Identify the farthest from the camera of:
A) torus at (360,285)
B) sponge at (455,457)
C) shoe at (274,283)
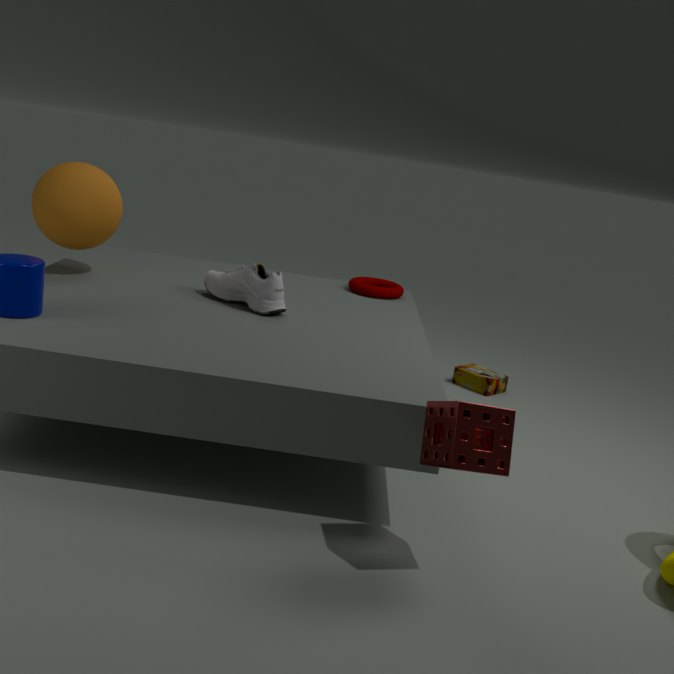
A. torus at (360,285)
